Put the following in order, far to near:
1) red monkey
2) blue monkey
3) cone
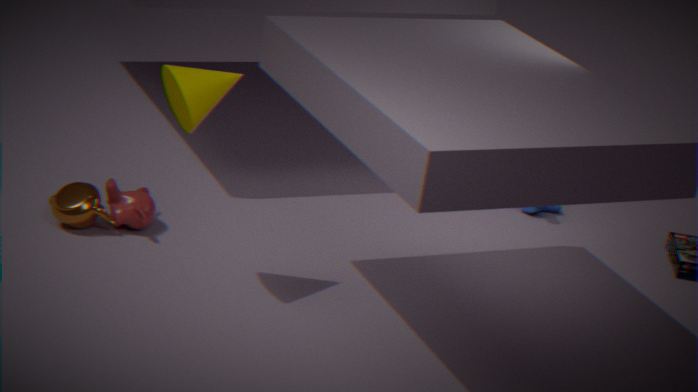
2. blue monkey, 1. red monkey, 3. cone
